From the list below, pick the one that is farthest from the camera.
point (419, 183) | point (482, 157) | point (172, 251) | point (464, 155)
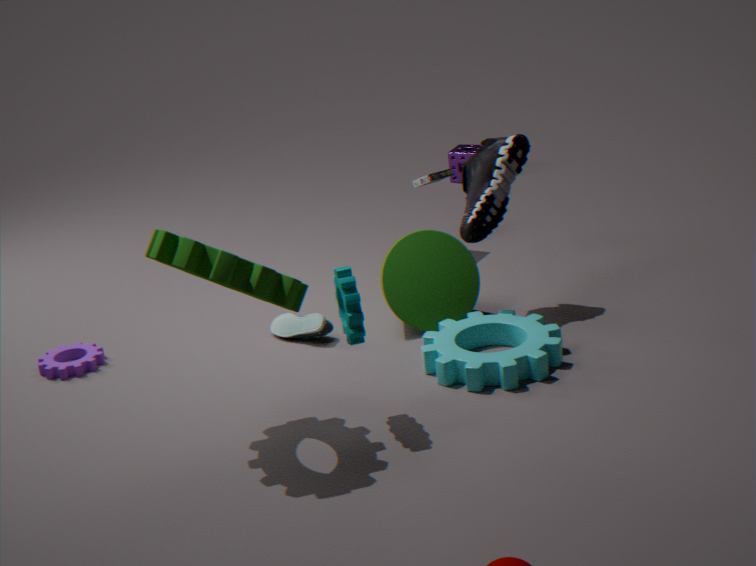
point (464, 155)
